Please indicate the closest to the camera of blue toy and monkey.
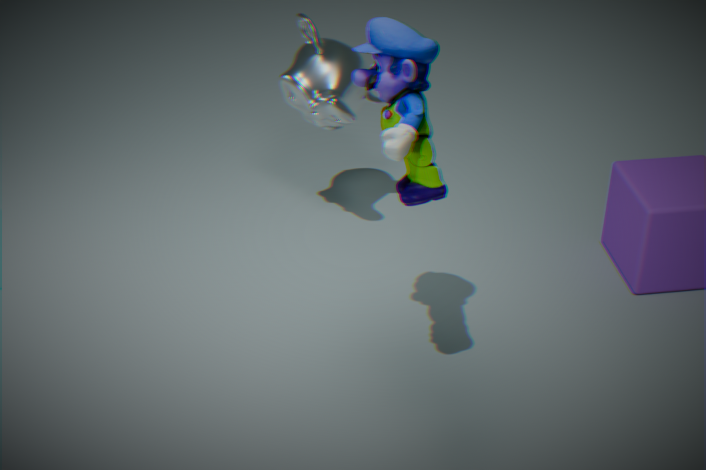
blue toy
